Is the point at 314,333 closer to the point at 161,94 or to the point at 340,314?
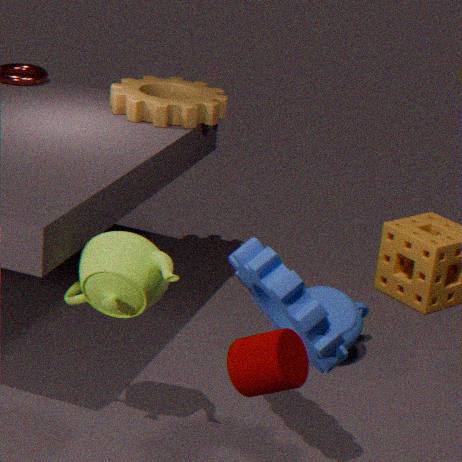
the point at 340,314
